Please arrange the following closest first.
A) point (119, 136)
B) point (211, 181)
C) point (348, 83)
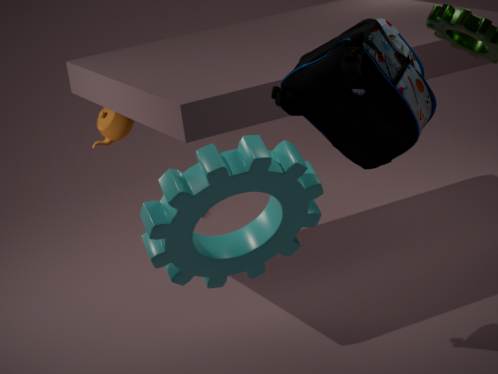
point (211, 181), point (348, 83), point (119, 136)
